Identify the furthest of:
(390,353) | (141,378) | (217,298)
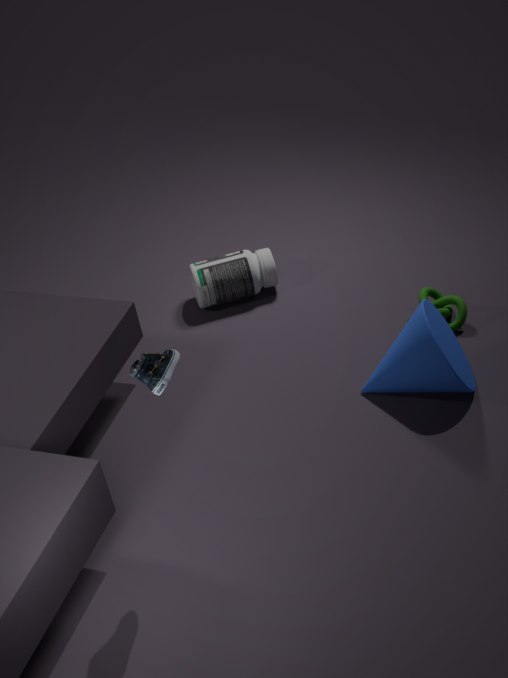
(217,298)
